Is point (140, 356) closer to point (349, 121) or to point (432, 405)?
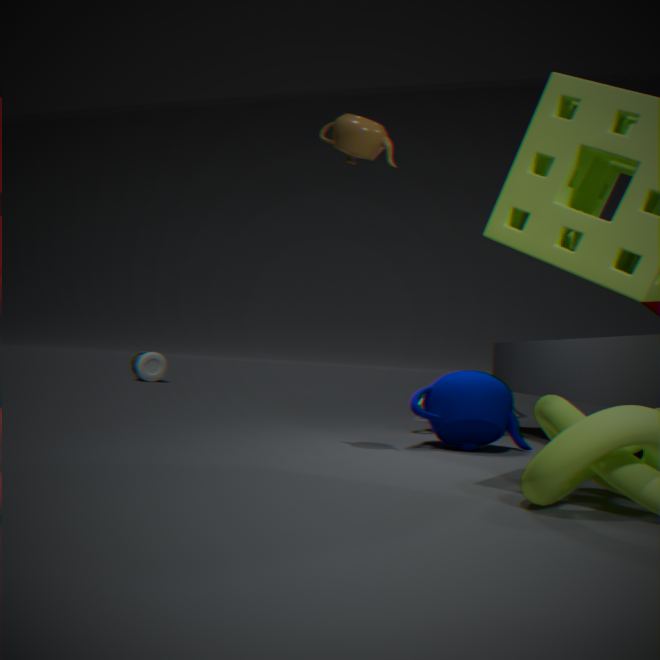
point (432, 405)
